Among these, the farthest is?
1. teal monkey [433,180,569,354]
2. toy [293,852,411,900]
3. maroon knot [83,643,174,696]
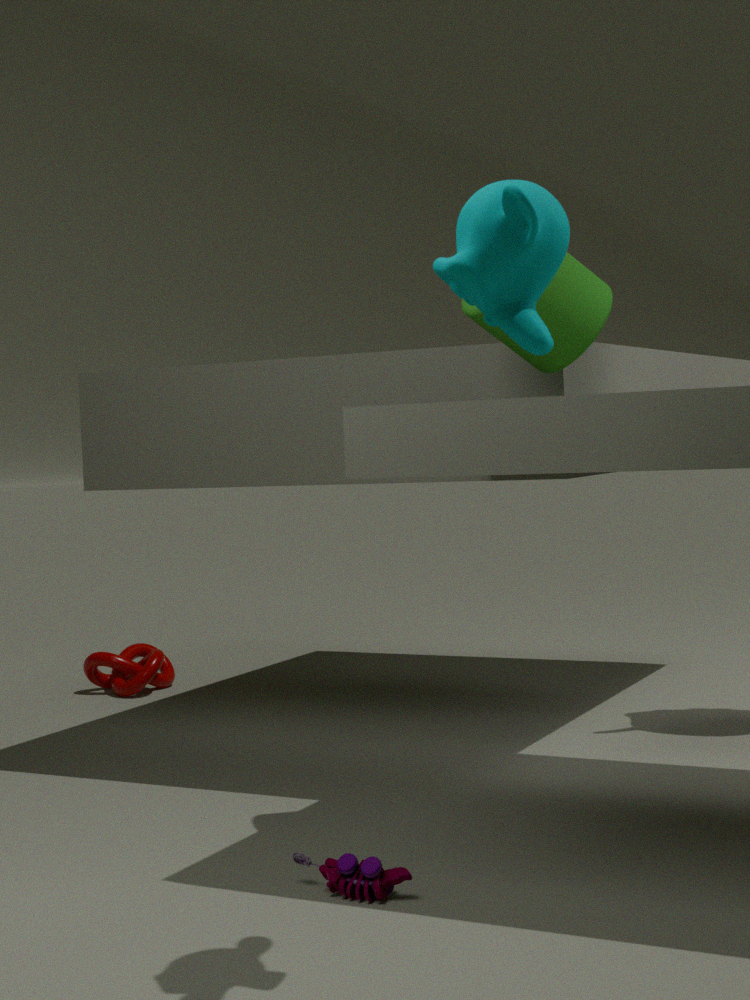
maroon knot [83,643,174,696]
